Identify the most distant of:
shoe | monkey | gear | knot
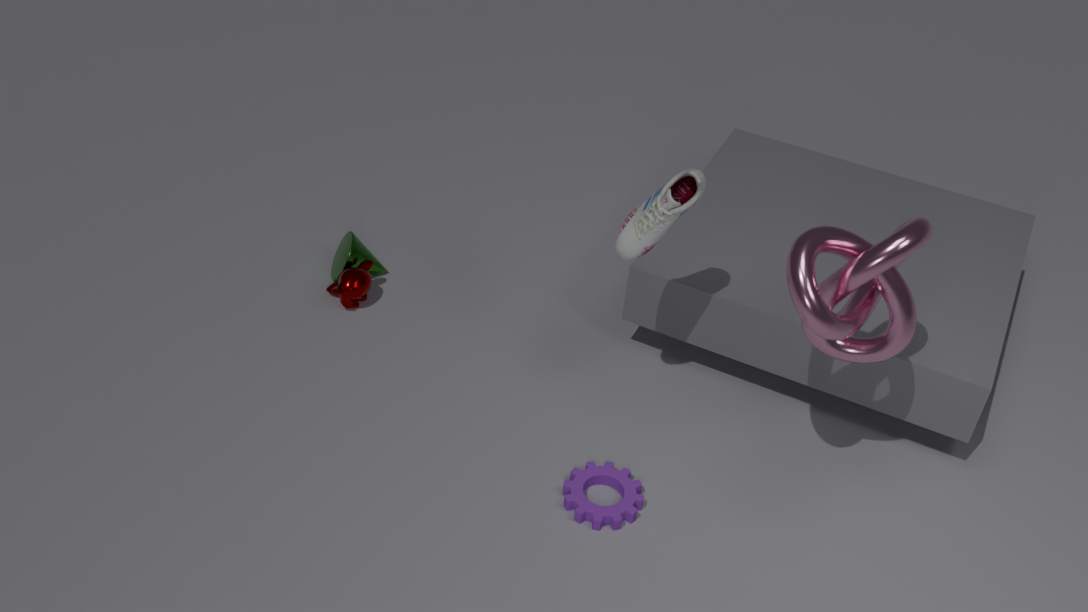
monkey
